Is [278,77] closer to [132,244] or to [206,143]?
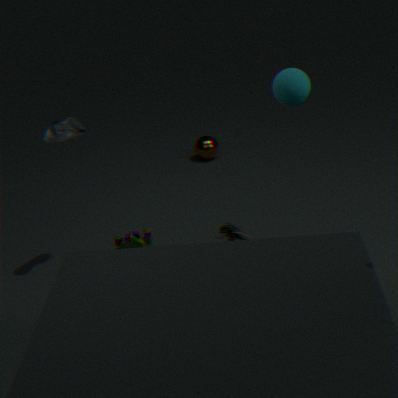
[132,244]
